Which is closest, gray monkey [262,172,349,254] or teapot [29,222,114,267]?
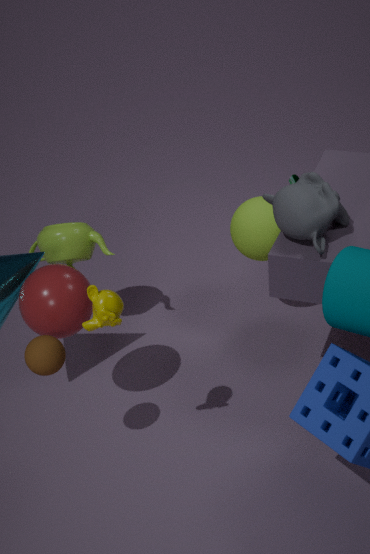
gray monkey [262,172,349,254]
